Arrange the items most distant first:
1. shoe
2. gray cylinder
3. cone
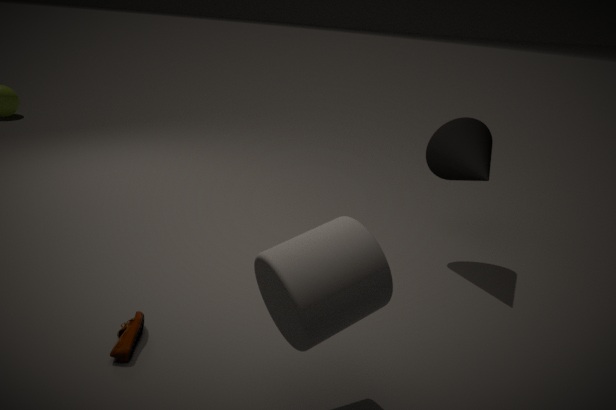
cone
shoe
gray cylinder
